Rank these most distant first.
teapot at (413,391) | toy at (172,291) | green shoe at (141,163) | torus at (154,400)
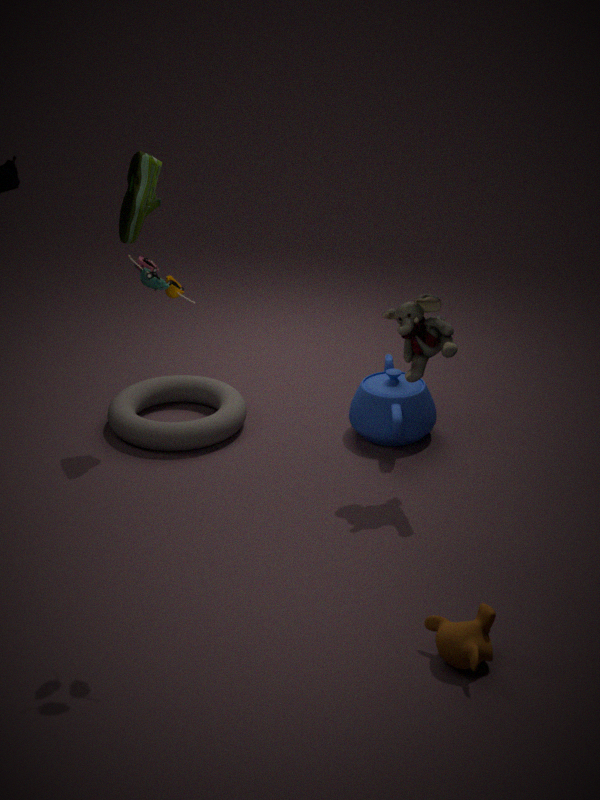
1. torus at (154,400)
2. teapot at (413,391)
3. green shoe at (141,163)
4. toy at (172,291)
